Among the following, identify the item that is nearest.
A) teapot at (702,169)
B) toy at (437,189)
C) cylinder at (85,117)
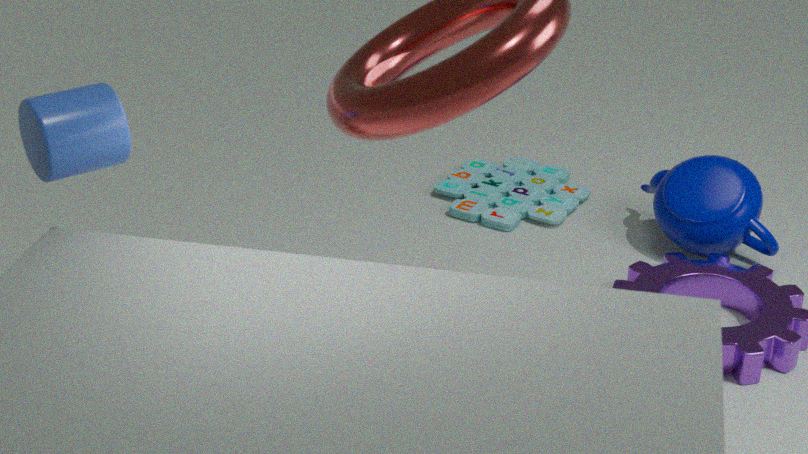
cylinder at (85,117)
